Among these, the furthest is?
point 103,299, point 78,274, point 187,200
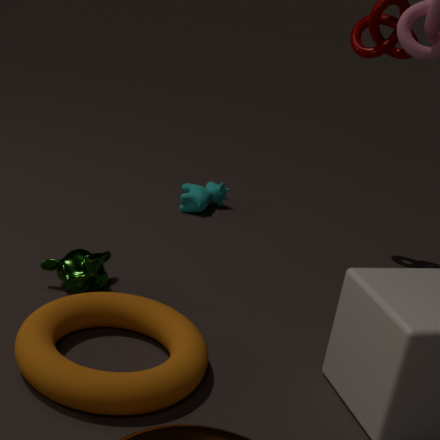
point 187,200
